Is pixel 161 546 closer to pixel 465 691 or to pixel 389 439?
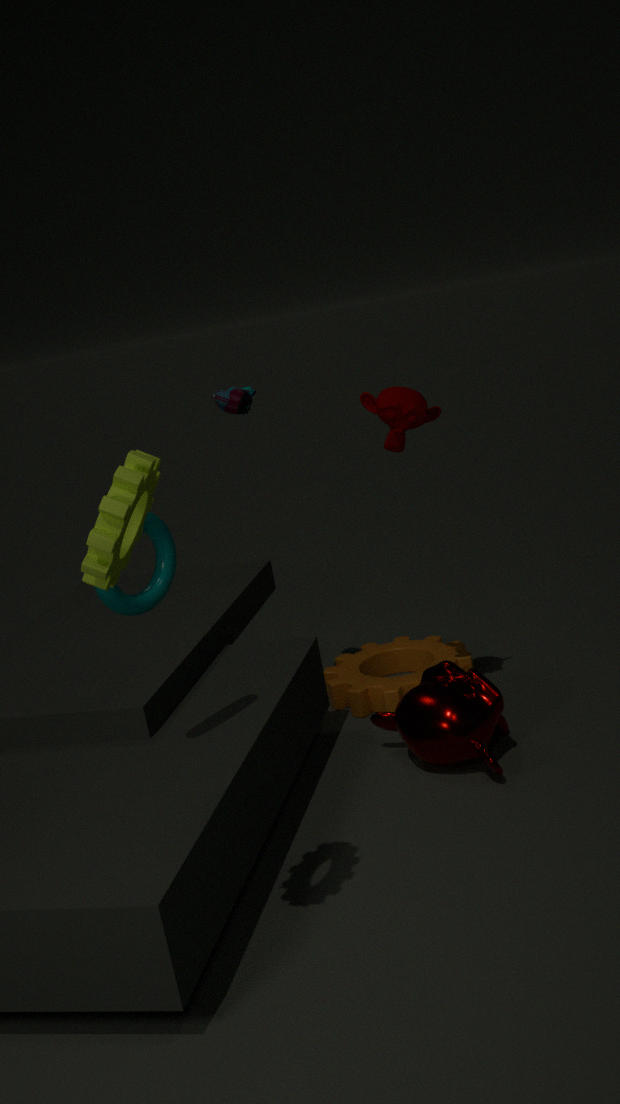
pixel 389 439
